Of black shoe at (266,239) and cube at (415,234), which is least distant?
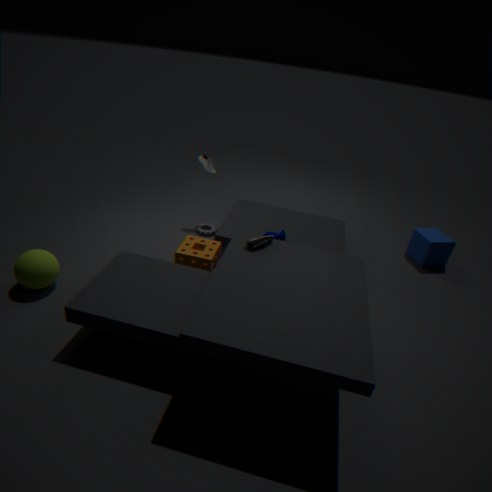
black shoe at (266,239)
